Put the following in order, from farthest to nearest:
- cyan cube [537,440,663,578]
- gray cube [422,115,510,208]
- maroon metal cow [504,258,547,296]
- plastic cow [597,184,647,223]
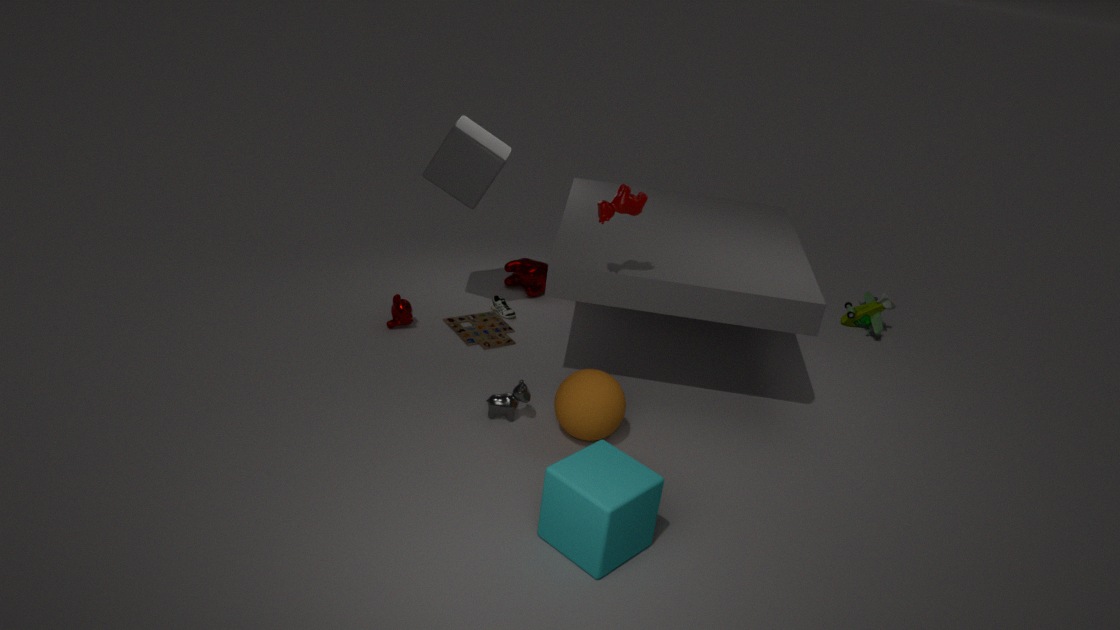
maroon metal cow [504,258,547,296], gray cube [422,115,510,208], plastic cow [597,184,647,223], cyan cube [537,440,663,578]
